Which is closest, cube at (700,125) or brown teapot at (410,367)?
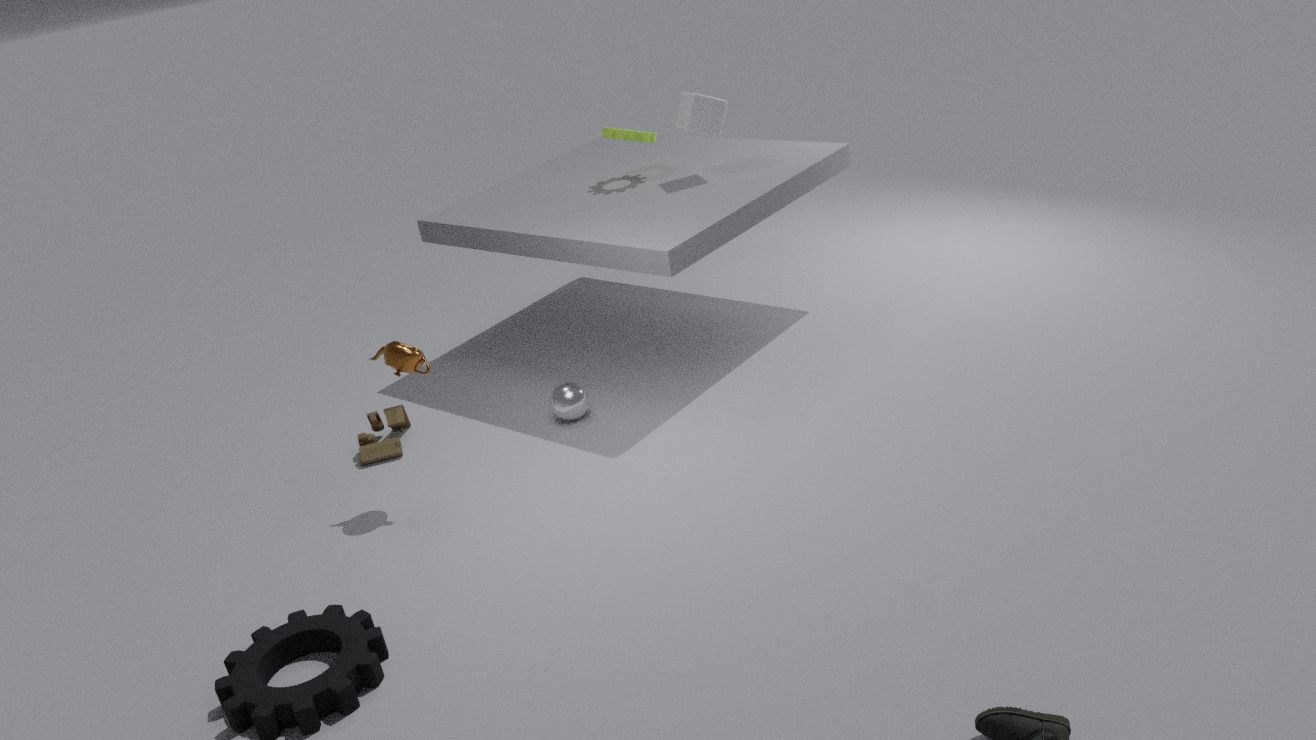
brown teapot at (410,367)
